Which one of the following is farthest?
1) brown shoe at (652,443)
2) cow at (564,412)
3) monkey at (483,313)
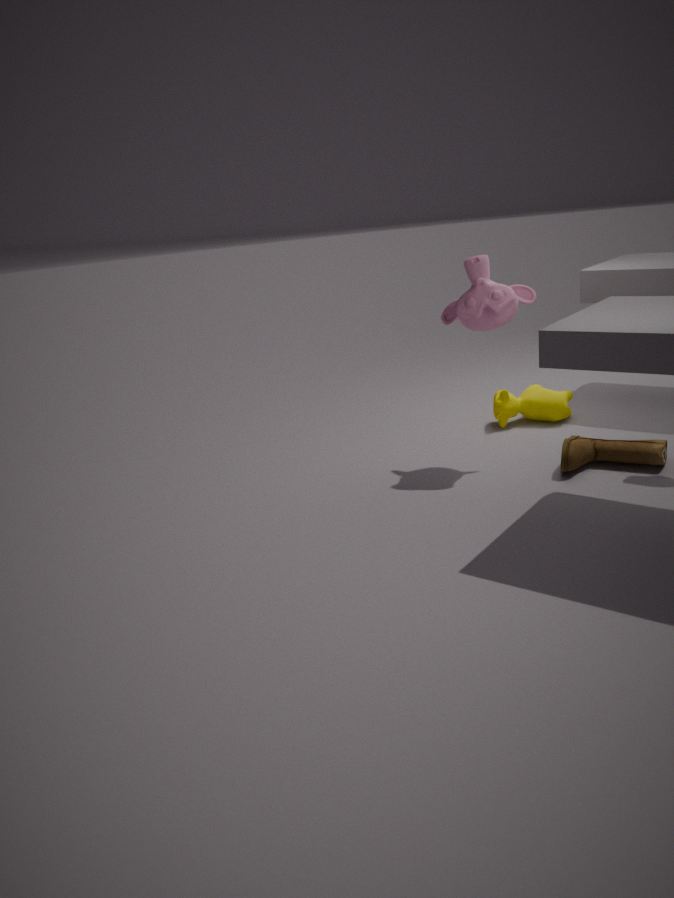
2. cow at (564,412)
